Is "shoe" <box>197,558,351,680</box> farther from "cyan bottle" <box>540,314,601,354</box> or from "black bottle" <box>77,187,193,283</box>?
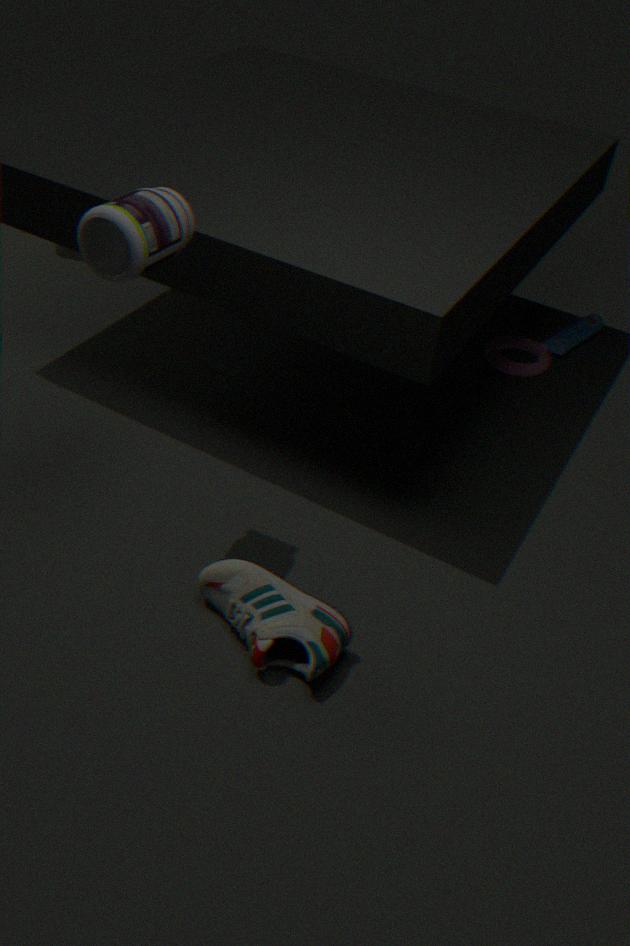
"cyan bottle" <box>540,314,601,354</box>
